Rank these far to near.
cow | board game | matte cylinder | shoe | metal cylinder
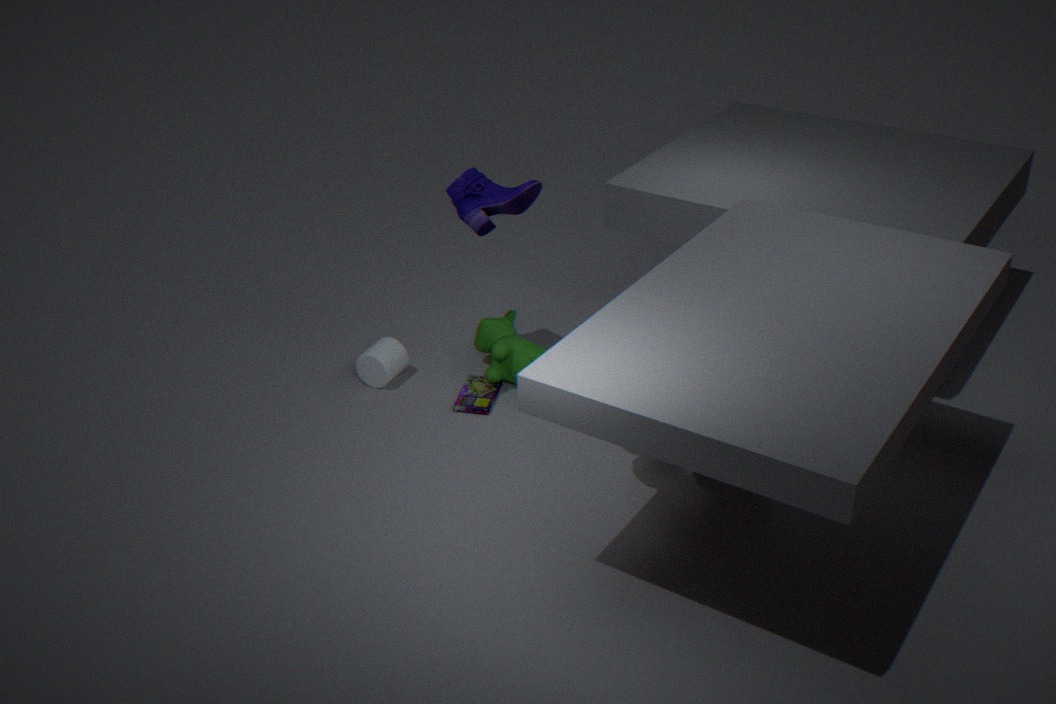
matte cylinder < cow < board game < shoe < metal cylinder
